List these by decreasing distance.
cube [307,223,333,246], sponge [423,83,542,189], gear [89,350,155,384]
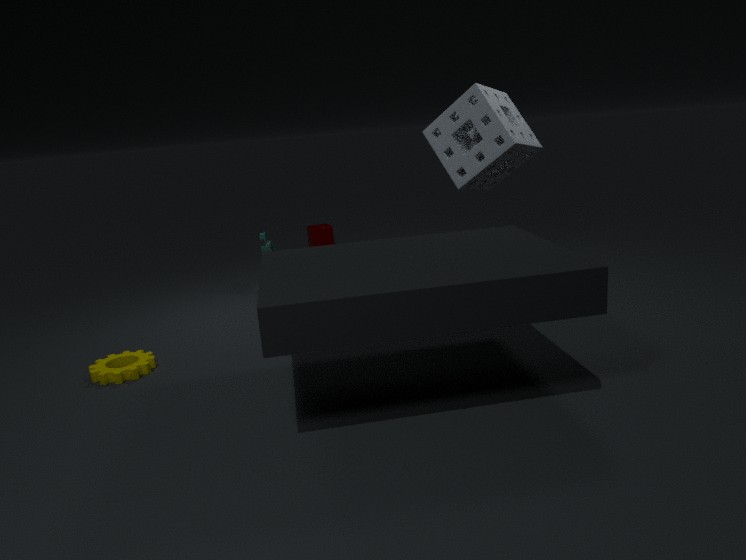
cube [307,223,333,246] → sponge [423,83,542,189] → gear [89,350,155,384]
